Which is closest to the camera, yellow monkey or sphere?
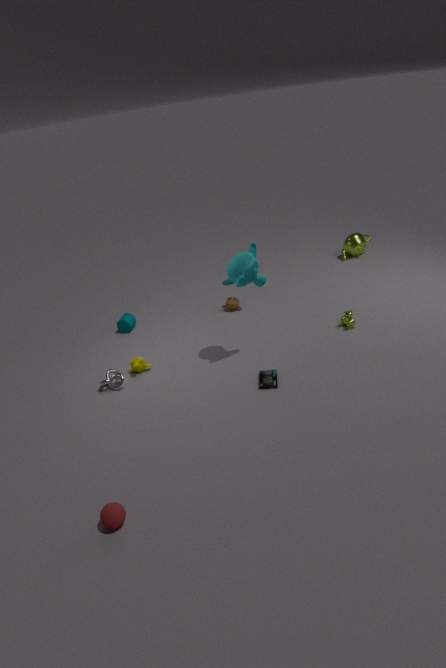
sphere
